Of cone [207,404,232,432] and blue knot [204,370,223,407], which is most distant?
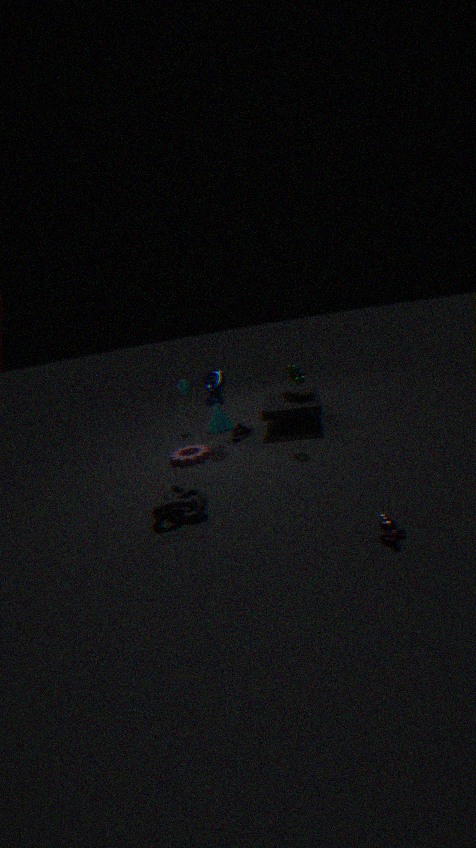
cone [207,404,232,432]
